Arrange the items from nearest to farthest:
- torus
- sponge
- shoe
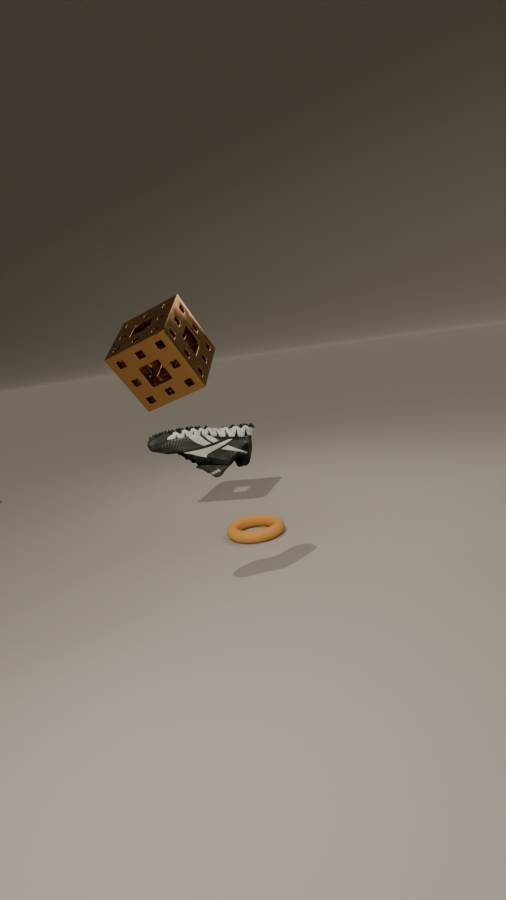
1. shoe
2. torus
3. sponge
